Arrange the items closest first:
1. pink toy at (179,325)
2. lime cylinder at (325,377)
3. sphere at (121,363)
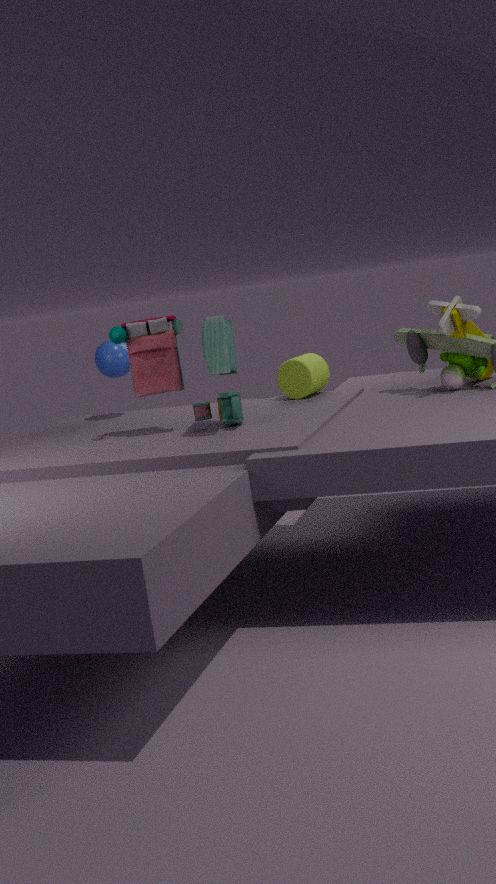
pink toy at (179,325) < lime cylinder at (325,377) < sphere at (121,363)
